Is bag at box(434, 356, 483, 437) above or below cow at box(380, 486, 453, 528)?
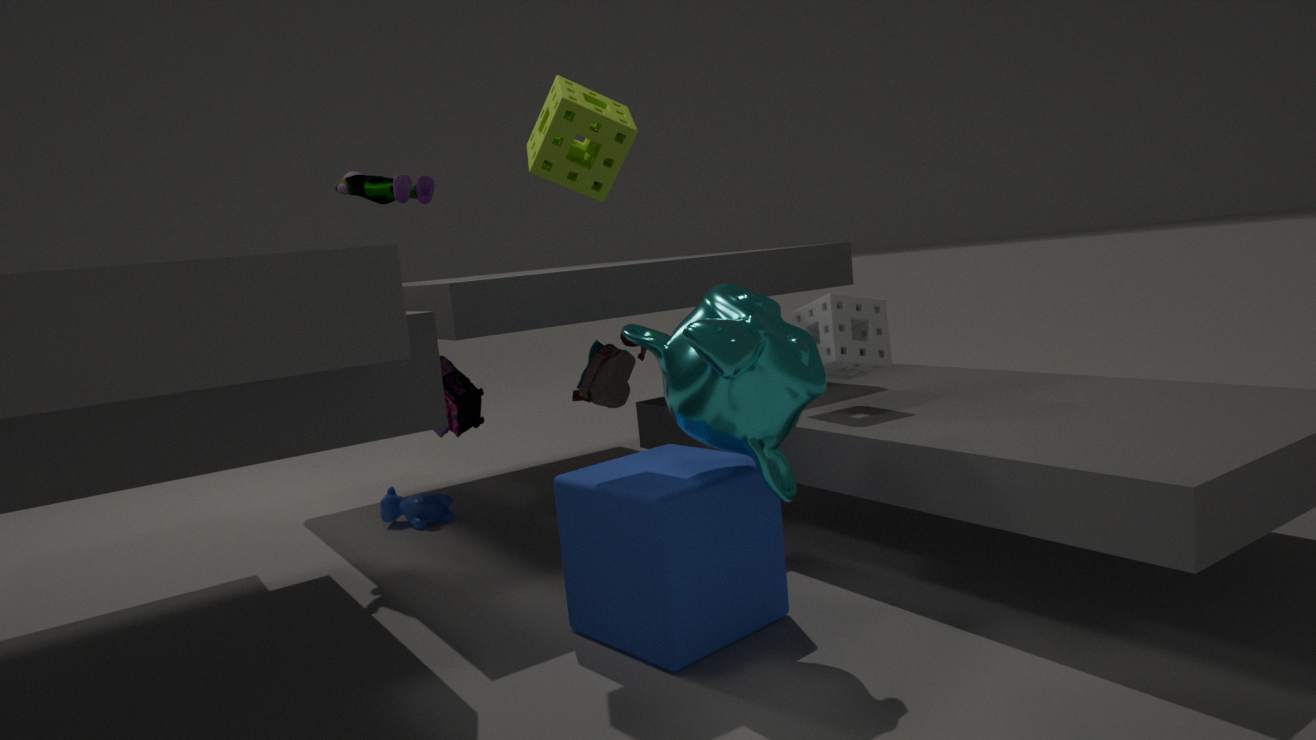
above
